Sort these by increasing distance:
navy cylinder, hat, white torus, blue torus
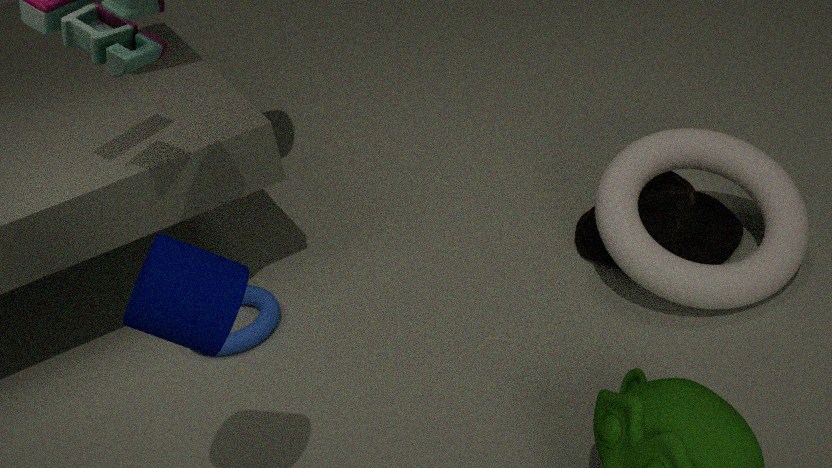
navy cylinder
white torus
blue torus
hat
